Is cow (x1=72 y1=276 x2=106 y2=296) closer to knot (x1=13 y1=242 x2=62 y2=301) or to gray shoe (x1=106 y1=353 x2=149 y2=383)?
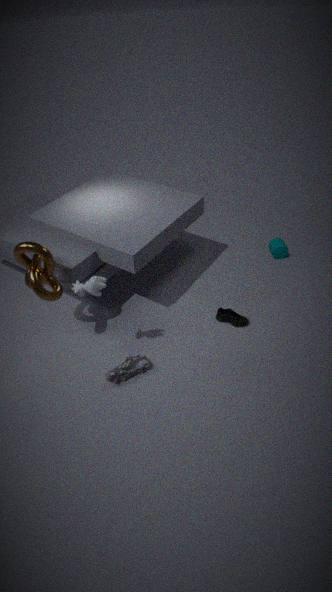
knot (x1=13 y1=242 x2=62 y2=301)
